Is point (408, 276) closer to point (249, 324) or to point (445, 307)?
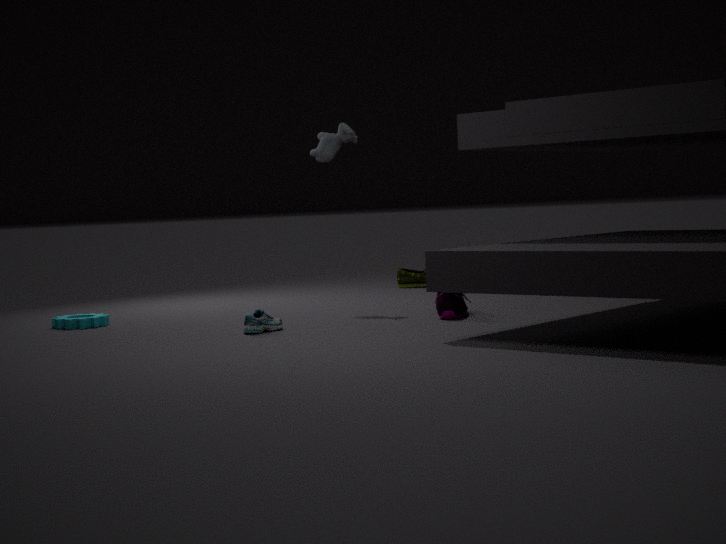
point (445, 307)
